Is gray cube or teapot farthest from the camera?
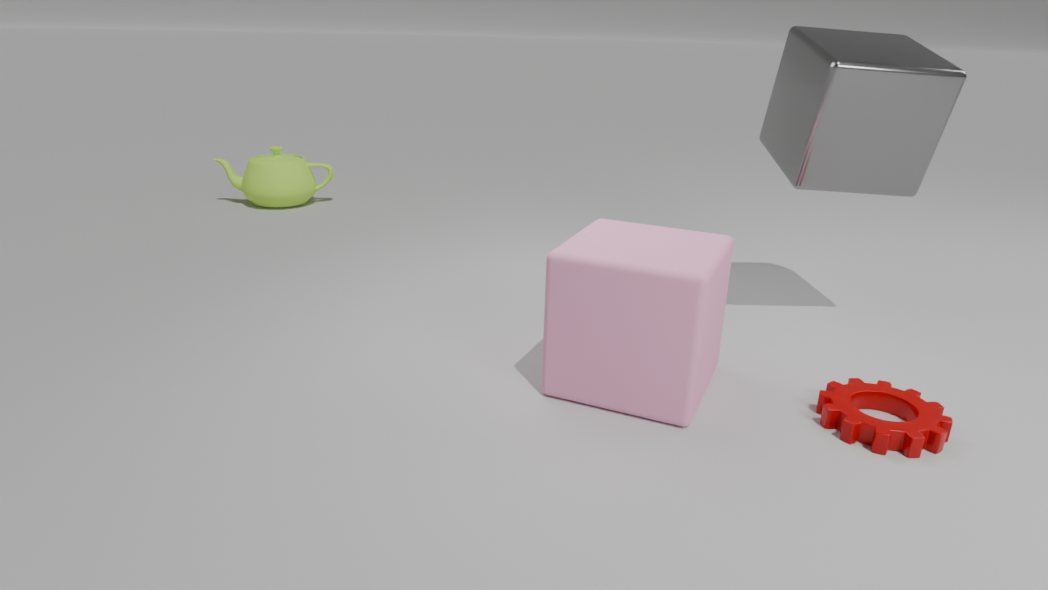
teapot
